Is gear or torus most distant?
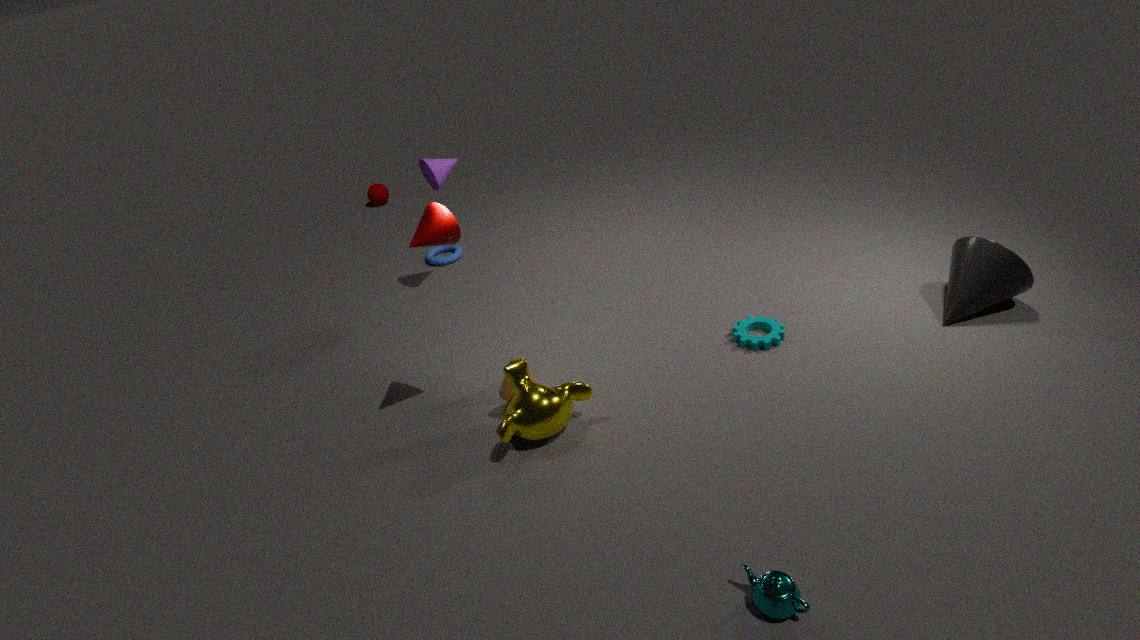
torus
